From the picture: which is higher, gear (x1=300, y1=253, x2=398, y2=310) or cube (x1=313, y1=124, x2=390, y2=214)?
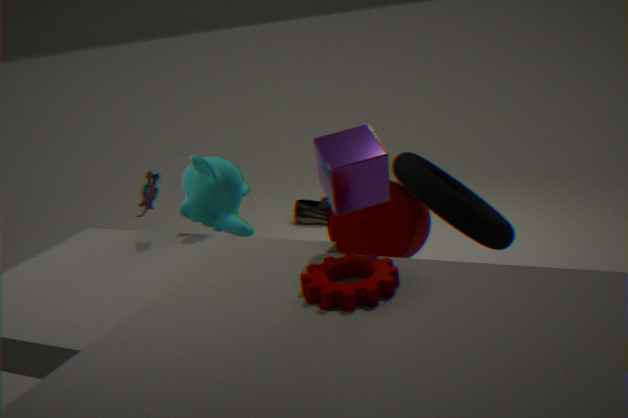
cube (x1=313, y1=124, x2=390, y2=214)
